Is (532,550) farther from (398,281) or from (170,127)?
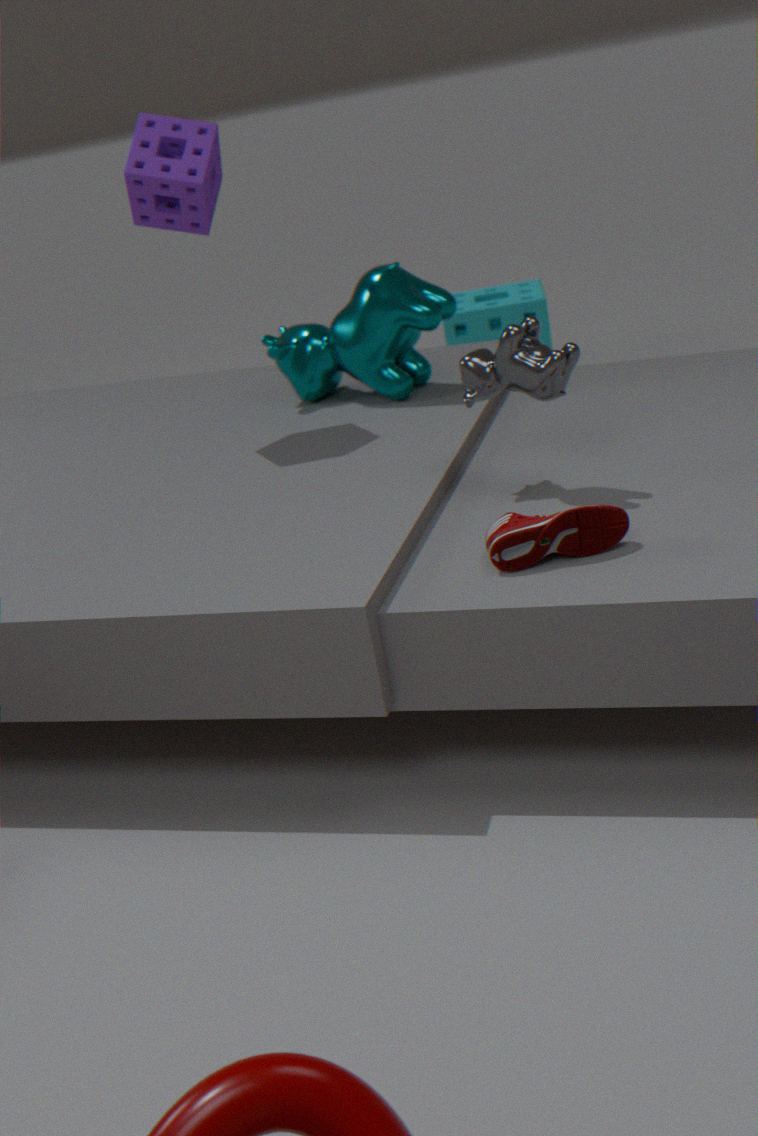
(170,127)
